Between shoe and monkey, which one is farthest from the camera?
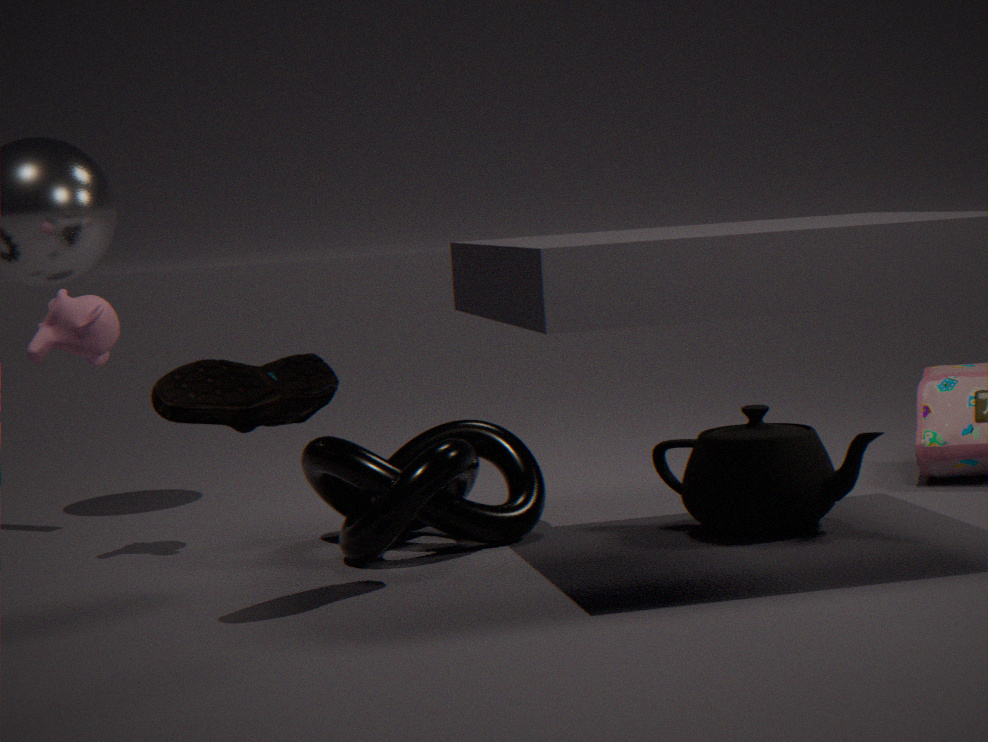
monkey
